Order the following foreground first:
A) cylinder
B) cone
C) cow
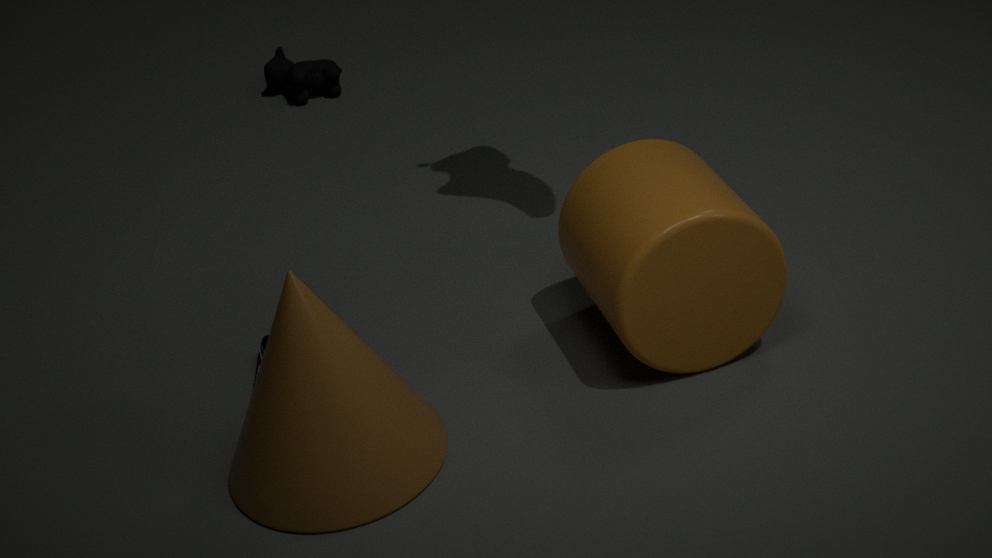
cone → cylinder → cow
